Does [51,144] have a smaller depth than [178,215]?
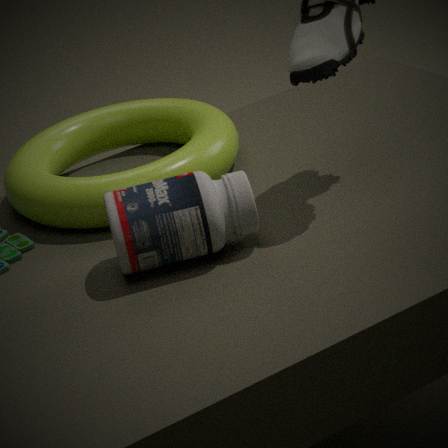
No
